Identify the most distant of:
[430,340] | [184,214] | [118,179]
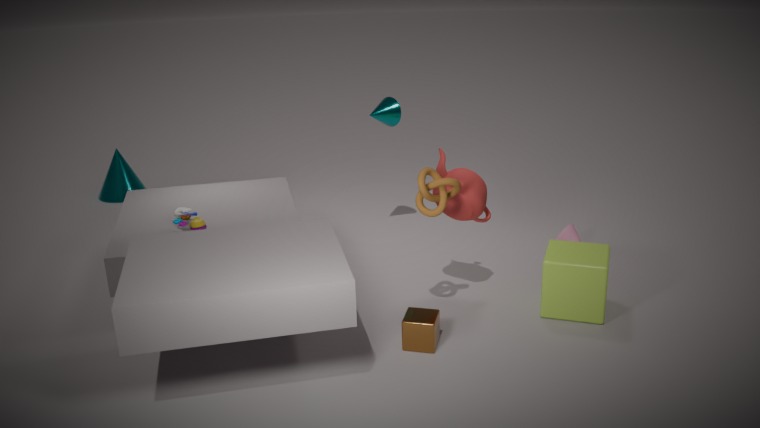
[118,179]
